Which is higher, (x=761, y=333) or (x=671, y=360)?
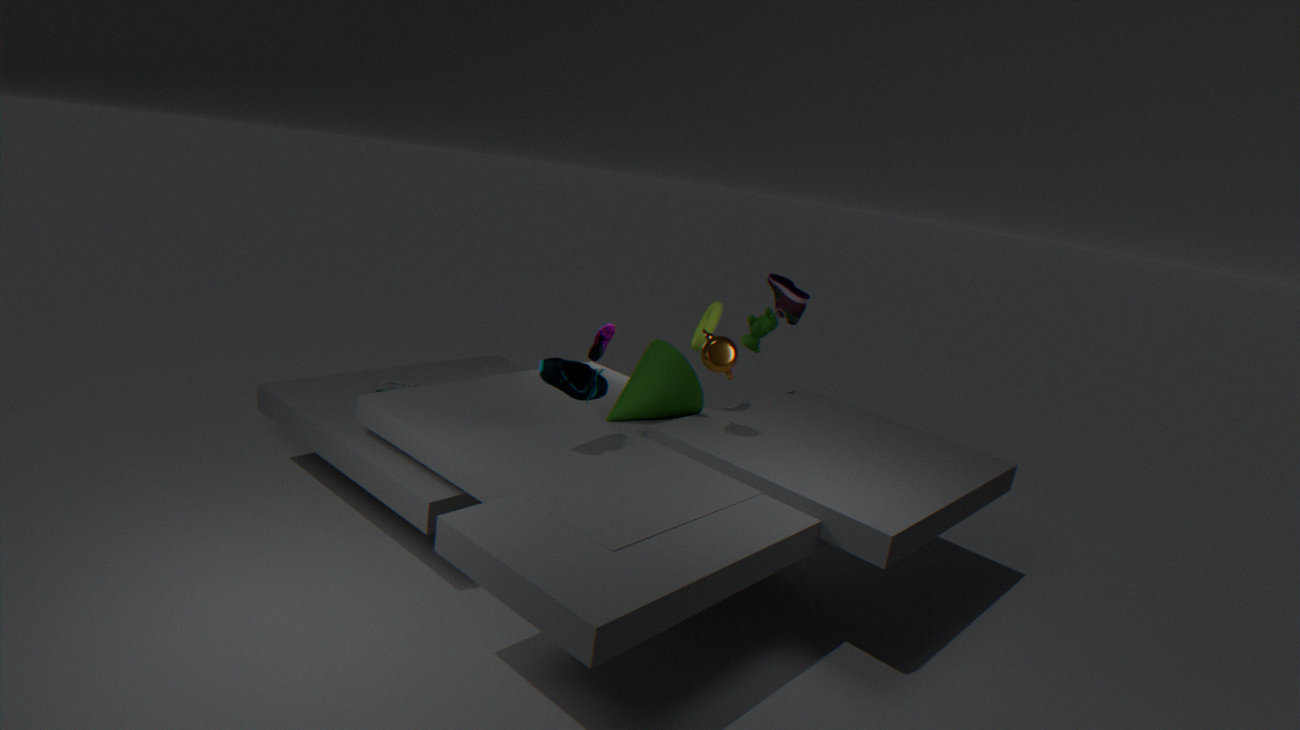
(x=761, y=333)
